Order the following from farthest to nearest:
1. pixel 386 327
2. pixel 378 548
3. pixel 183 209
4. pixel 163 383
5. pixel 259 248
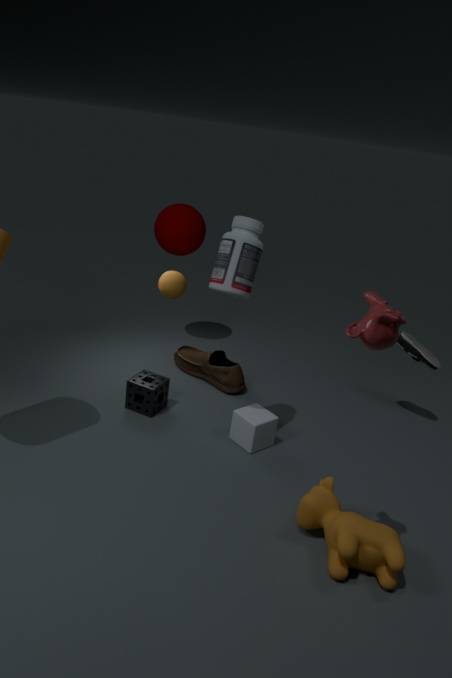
1. pixel 183 209
2. pixel 163 383
3. pixel 259 248
4. pixel 378 548
5. pixel 386 327
